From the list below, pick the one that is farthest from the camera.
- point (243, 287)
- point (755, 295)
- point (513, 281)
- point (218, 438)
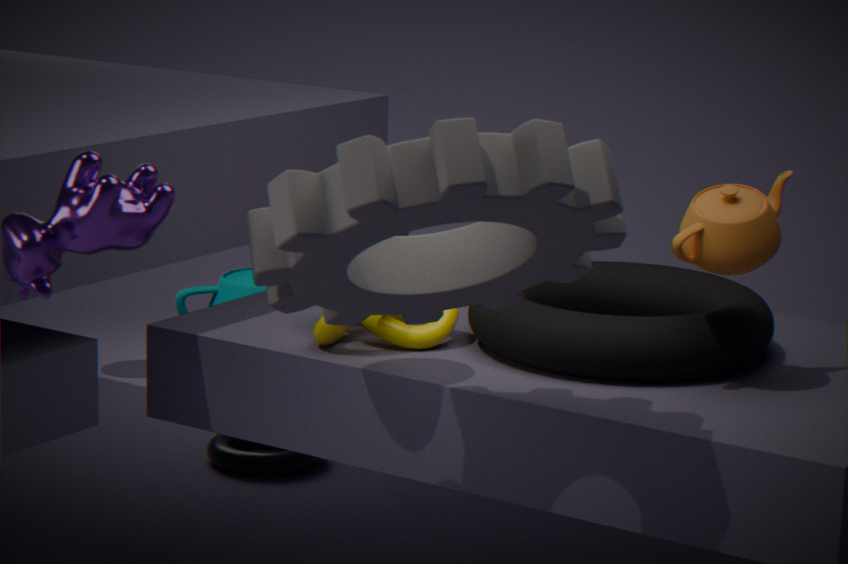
point (243, 287)
